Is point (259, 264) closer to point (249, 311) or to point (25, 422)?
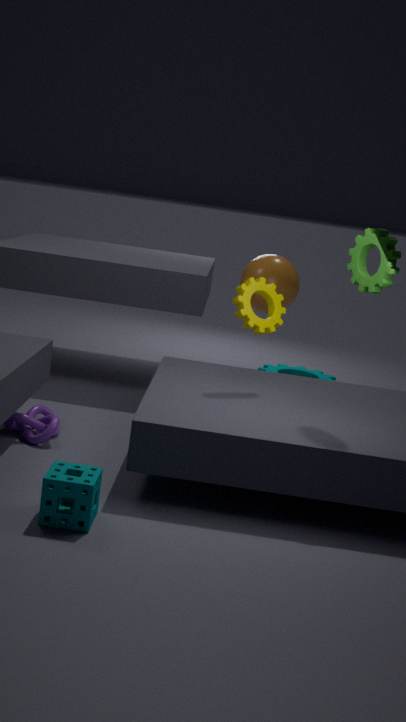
point (249, 311)
